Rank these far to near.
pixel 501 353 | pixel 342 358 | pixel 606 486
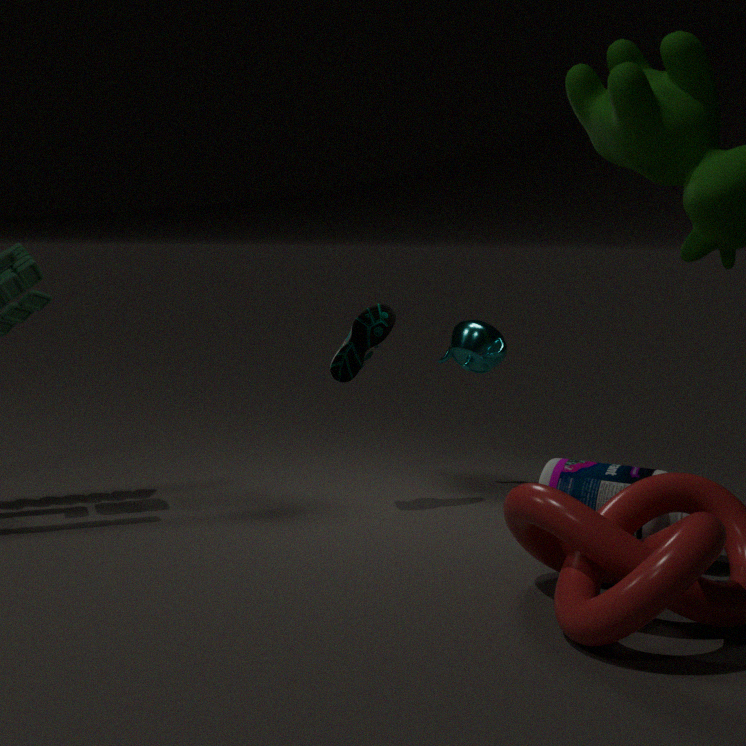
pixel 501 353 < pixel 342 358 < pixel 606 486
